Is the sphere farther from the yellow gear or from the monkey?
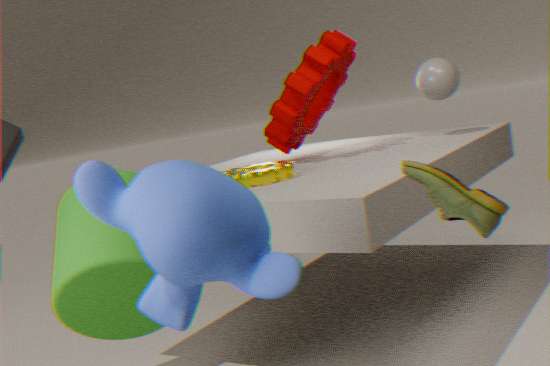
the monkey
